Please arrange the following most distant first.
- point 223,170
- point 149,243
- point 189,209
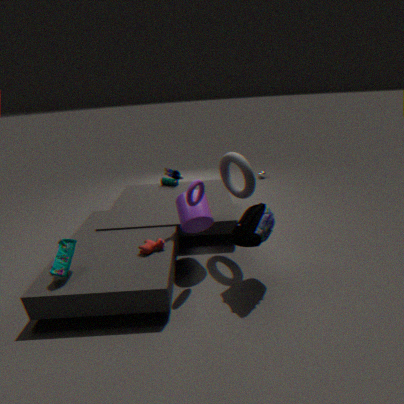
1. point 223,170
2. point 189,209
3. point 149,243
